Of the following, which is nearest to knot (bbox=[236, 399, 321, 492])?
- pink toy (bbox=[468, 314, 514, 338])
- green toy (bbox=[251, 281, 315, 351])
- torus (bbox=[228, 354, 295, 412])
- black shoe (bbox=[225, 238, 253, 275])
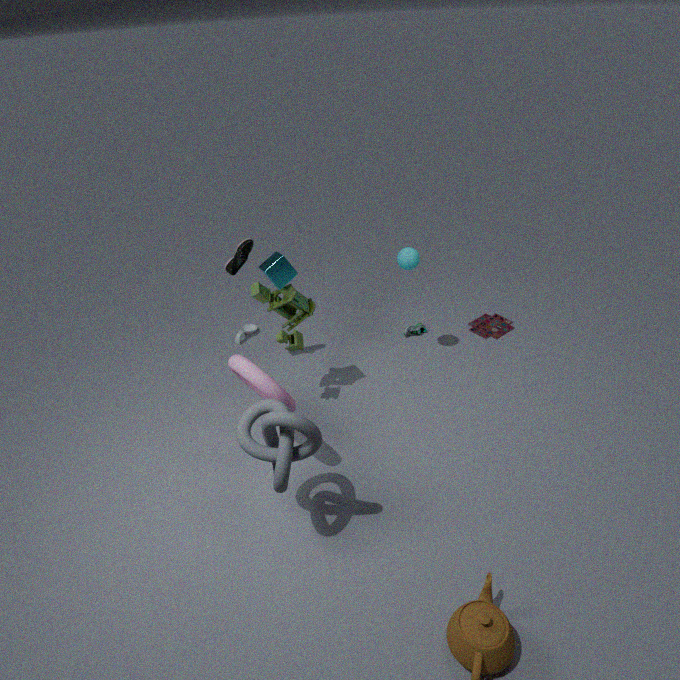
torus (bbox=[228, 354, 295, 412])
